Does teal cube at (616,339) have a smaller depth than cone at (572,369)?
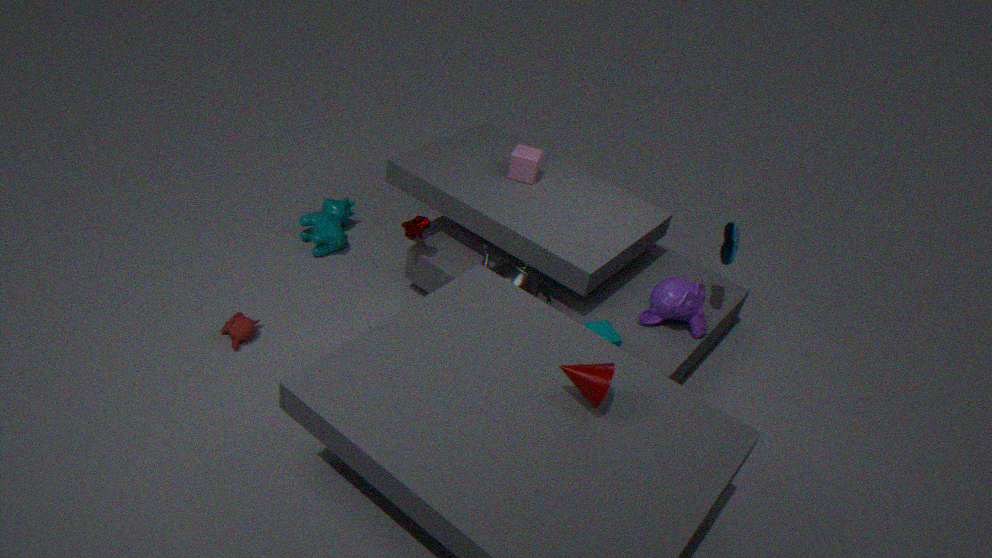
No
